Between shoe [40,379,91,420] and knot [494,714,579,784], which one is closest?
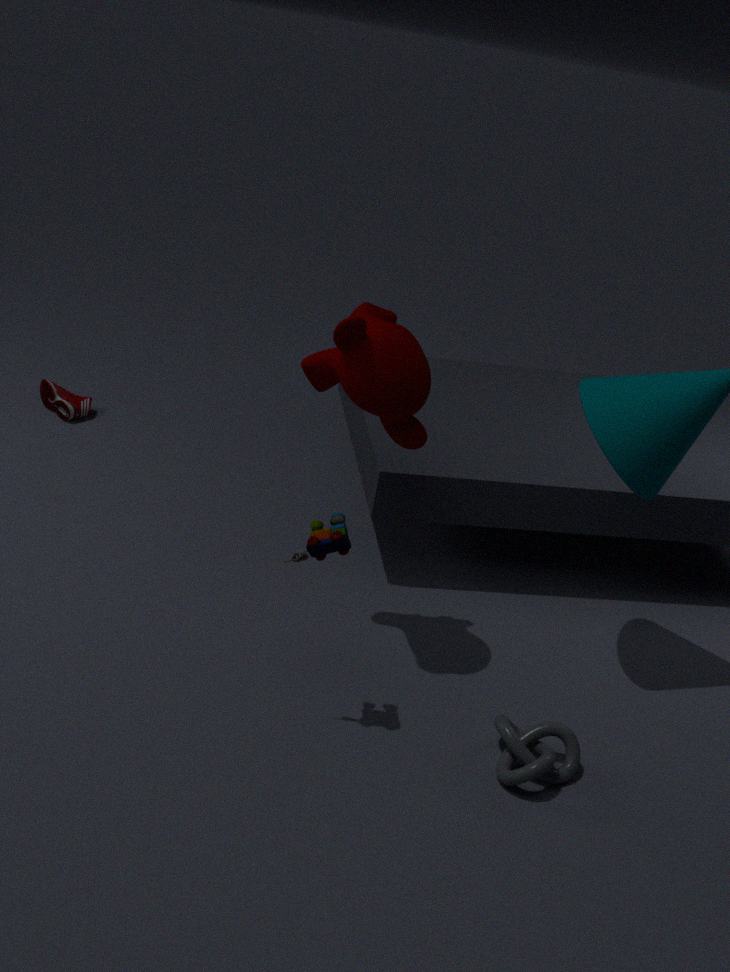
knot [494,714,579,784]
